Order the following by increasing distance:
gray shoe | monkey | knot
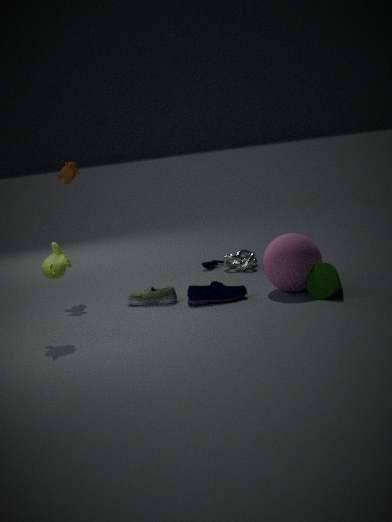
monkey → gray shoe → knot
